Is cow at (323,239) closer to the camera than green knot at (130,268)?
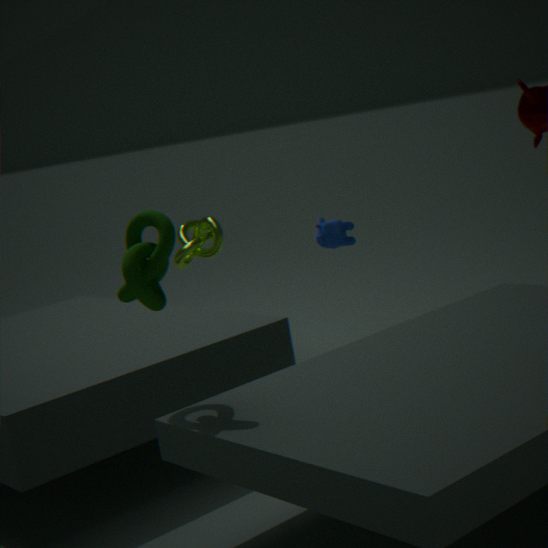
No
